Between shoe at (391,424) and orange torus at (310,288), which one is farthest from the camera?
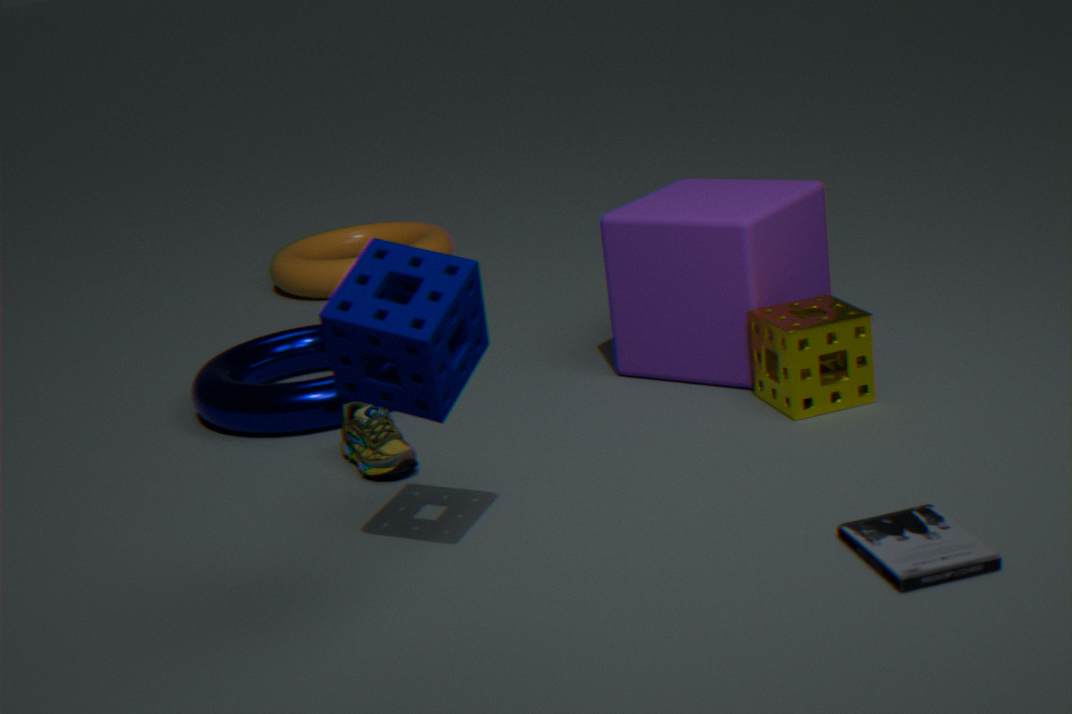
orange torus at (310,288)
